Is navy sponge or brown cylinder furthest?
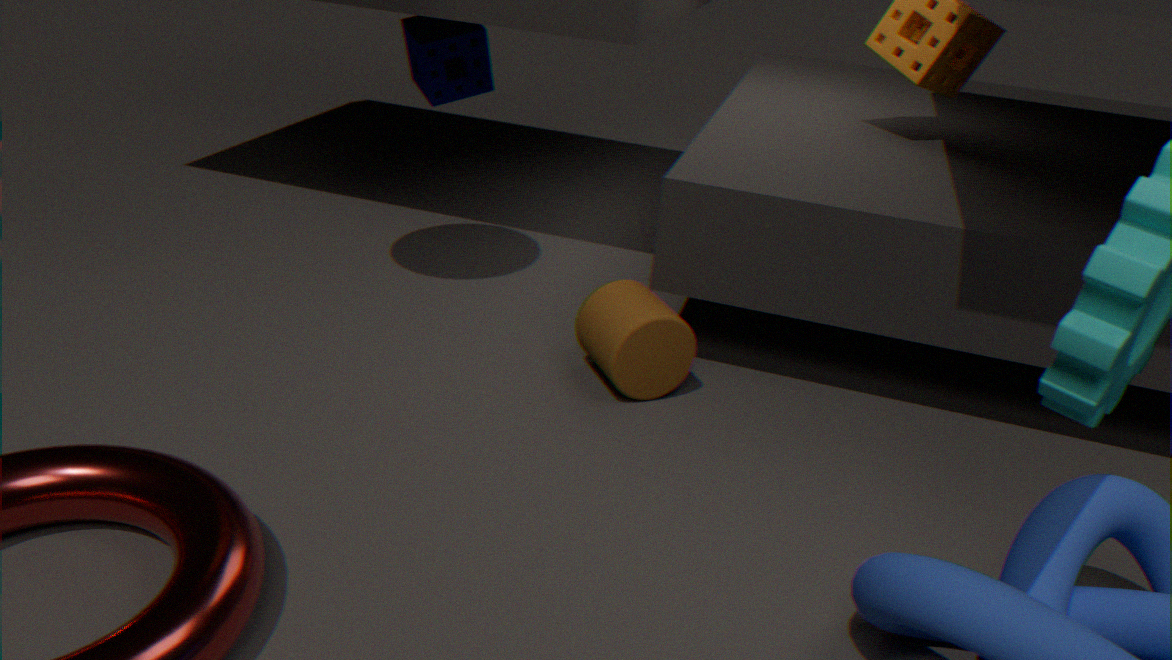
navy sponge
